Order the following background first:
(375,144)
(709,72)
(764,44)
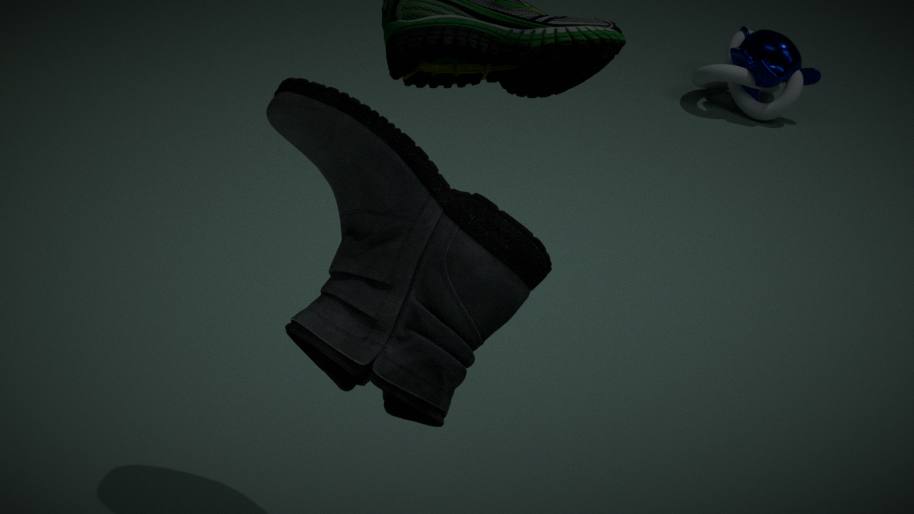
(764,44) → (709,72) → (375,144)
